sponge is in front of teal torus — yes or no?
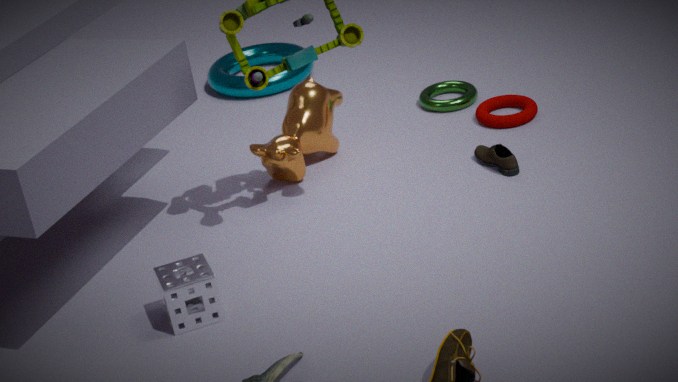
Yes
